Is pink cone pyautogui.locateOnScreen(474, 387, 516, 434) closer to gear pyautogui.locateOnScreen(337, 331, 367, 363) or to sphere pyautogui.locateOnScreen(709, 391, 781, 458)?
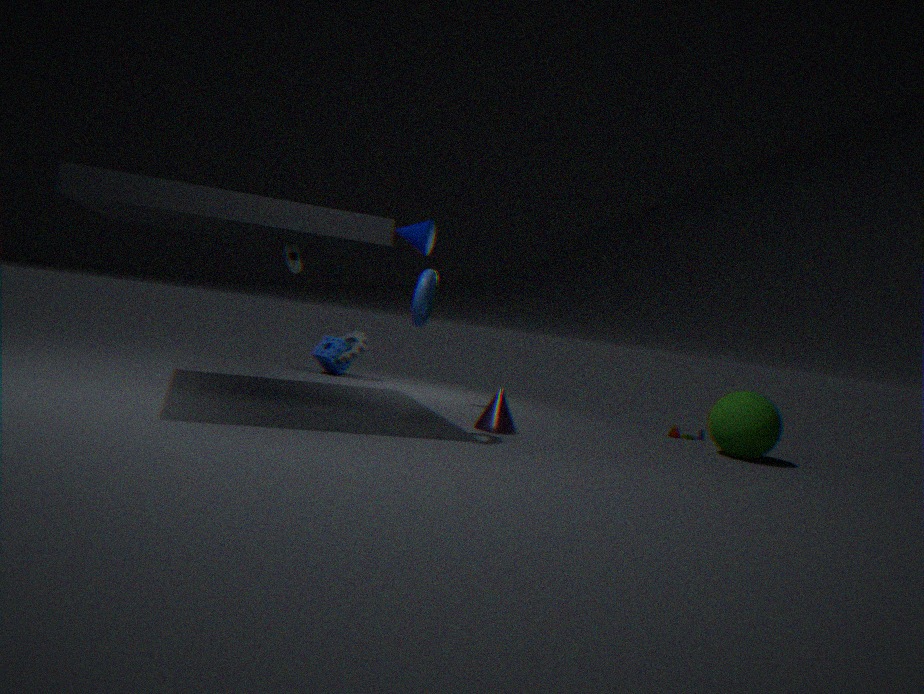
sphere pyautogui.locateOnScreen(709, 391, 781, 458)
